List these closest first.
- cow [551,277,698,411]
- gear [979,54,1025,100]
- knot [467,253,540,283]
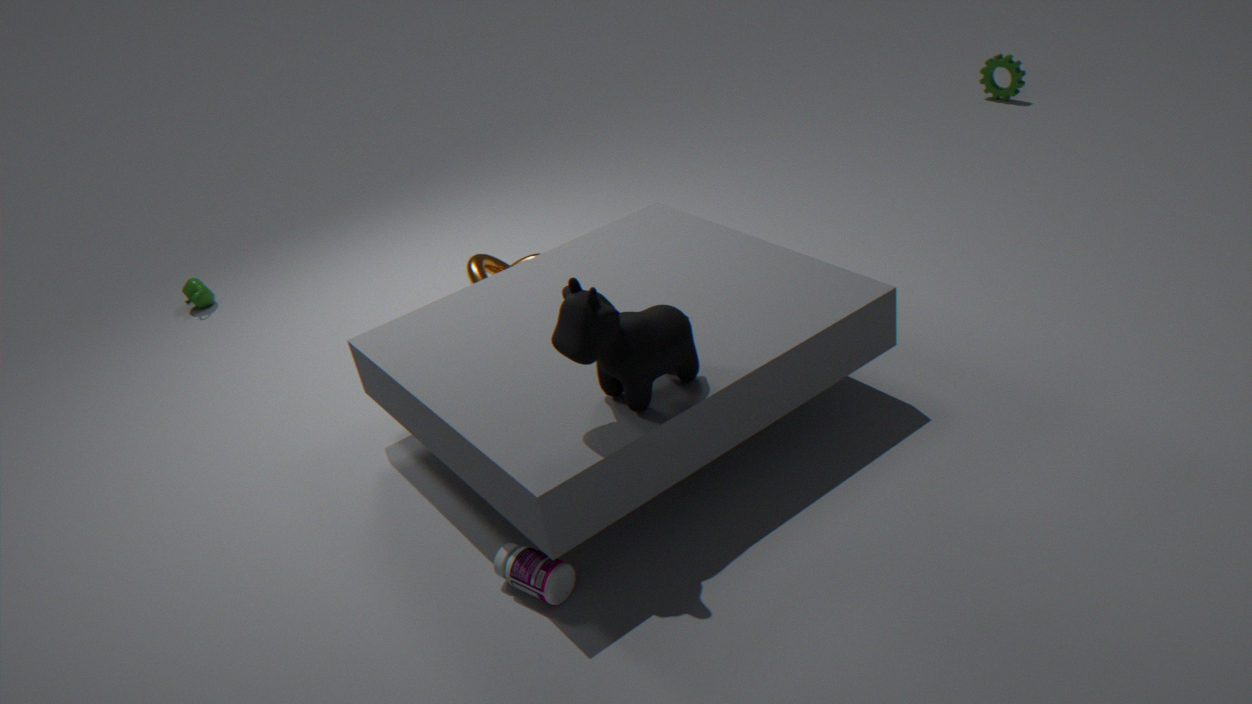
1. cow [551,277,698,411]
2. knot [467,253,540,283]
3. gear [979,54,1025,100]
